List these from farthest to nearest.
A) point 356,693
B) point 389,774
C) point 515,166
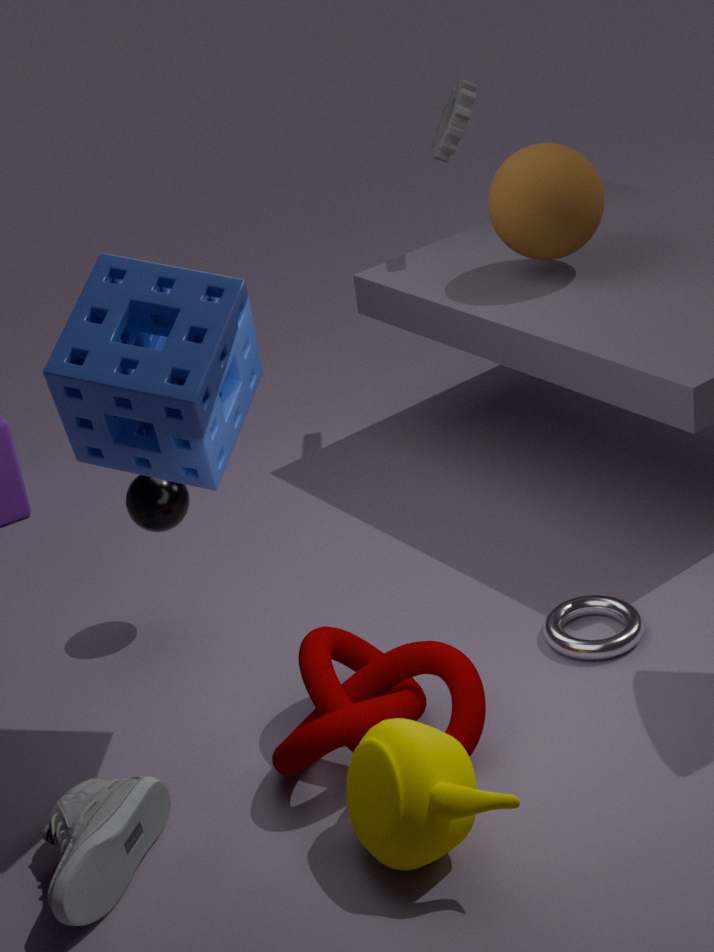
point 515,166 → point 356,693 → point 389,774
